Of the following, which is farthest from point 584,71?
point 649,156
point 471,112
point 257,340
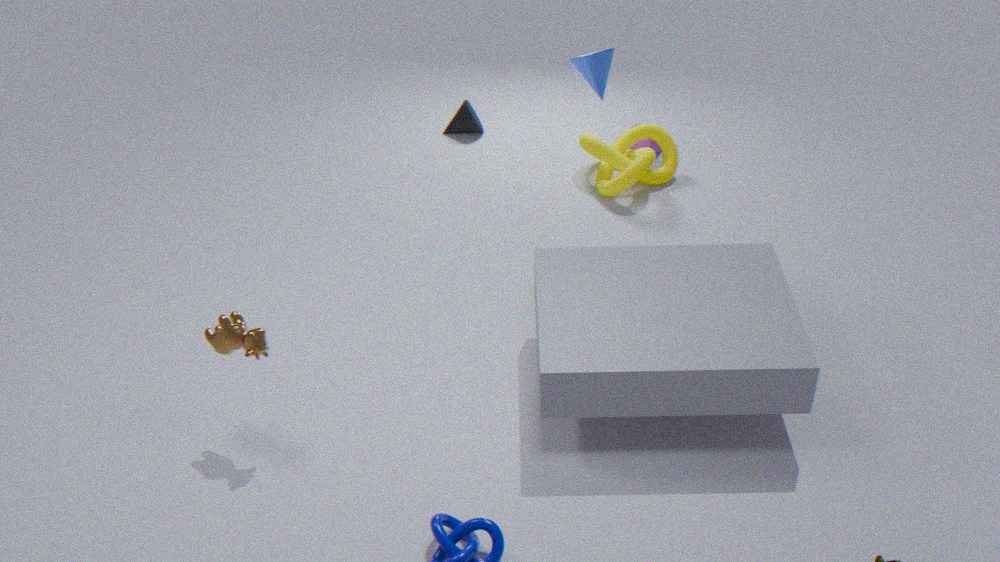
point 257,340
